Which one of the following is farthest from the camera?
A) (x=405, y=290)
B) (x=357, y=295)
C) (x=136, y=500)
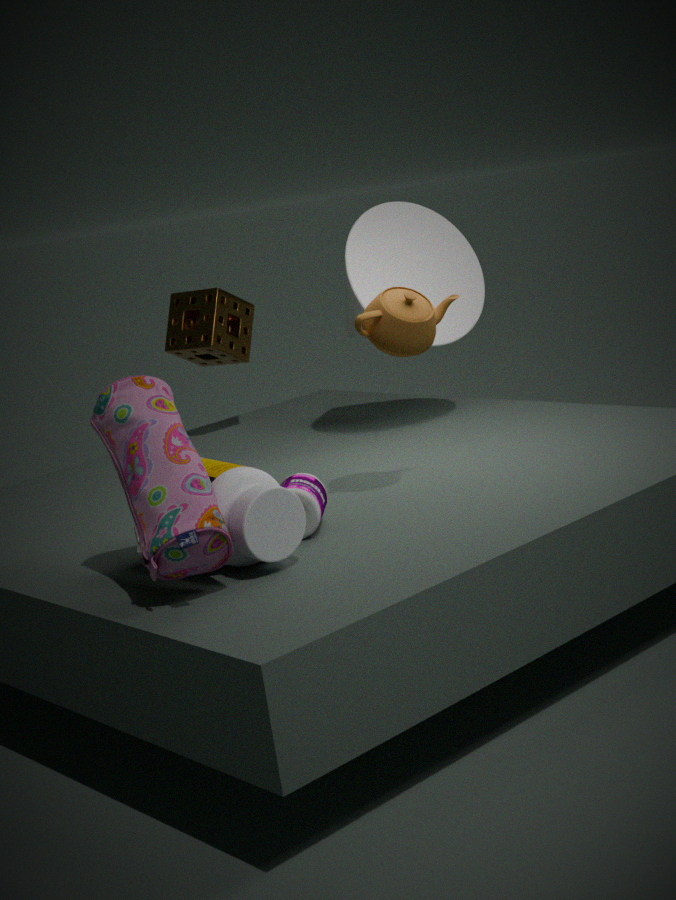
(x=357, y=295)
